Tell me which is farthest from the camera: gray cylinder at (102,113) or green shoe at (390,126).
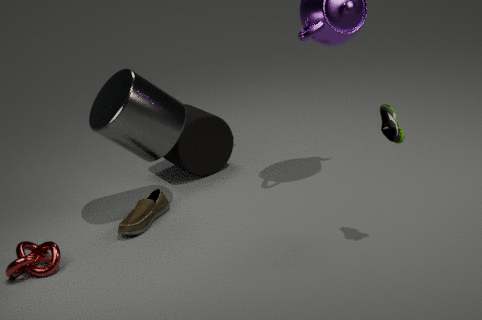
gray cylinder at (102,113)
